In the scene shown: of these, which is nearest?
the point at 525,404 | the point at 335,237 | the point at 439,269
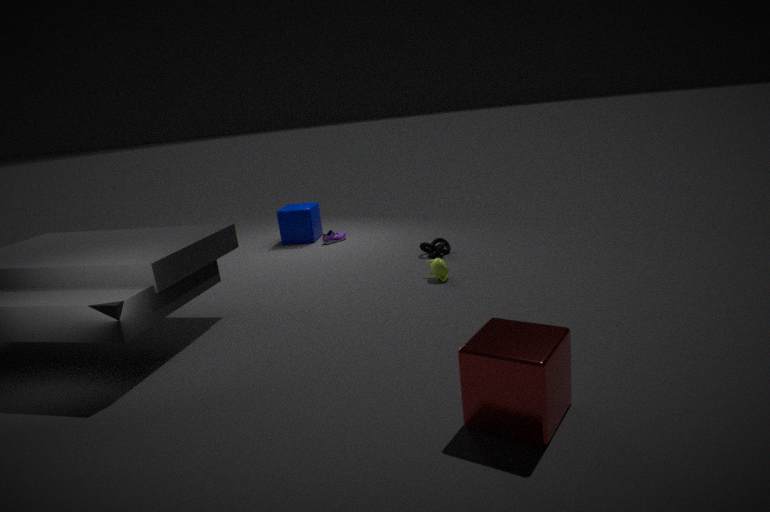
the point at 525,404
